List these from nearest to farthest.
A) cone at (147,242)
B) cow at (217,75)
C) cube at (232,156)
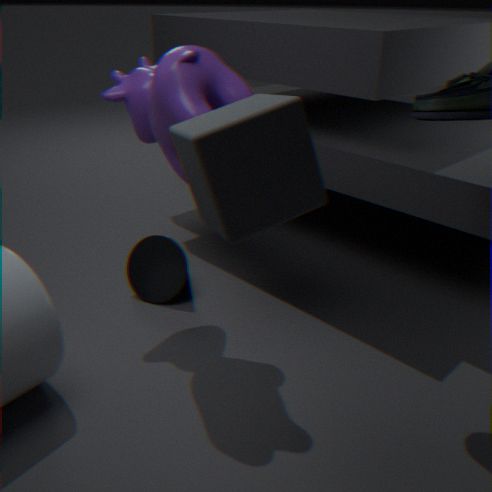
cube at (232,156) < cow at (217,75) < cone at (147,242)
